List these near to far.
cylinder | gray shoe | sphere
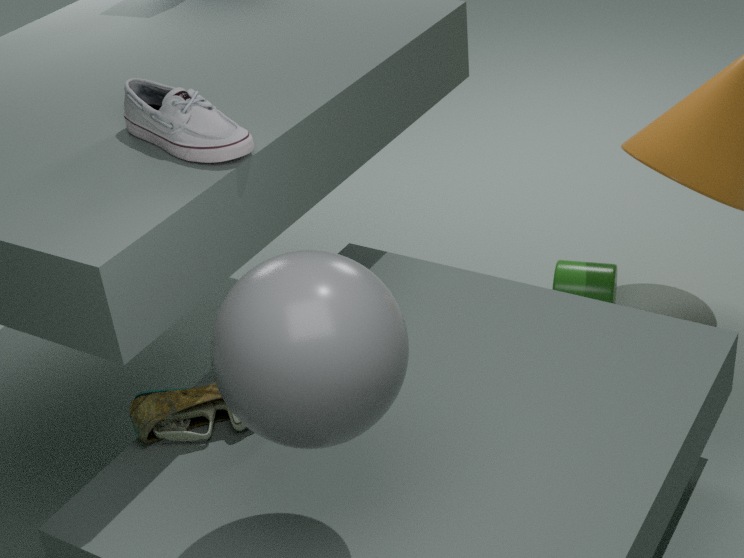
sphere, gray shoe, cylinder
